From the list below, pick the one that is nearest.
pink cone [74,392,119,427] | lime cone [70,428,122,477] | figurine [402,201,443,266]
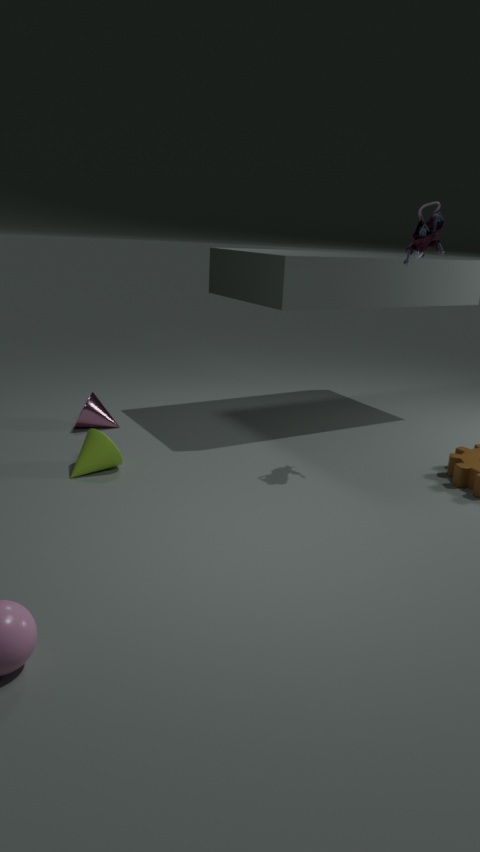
figurine [402,201,443,266]
